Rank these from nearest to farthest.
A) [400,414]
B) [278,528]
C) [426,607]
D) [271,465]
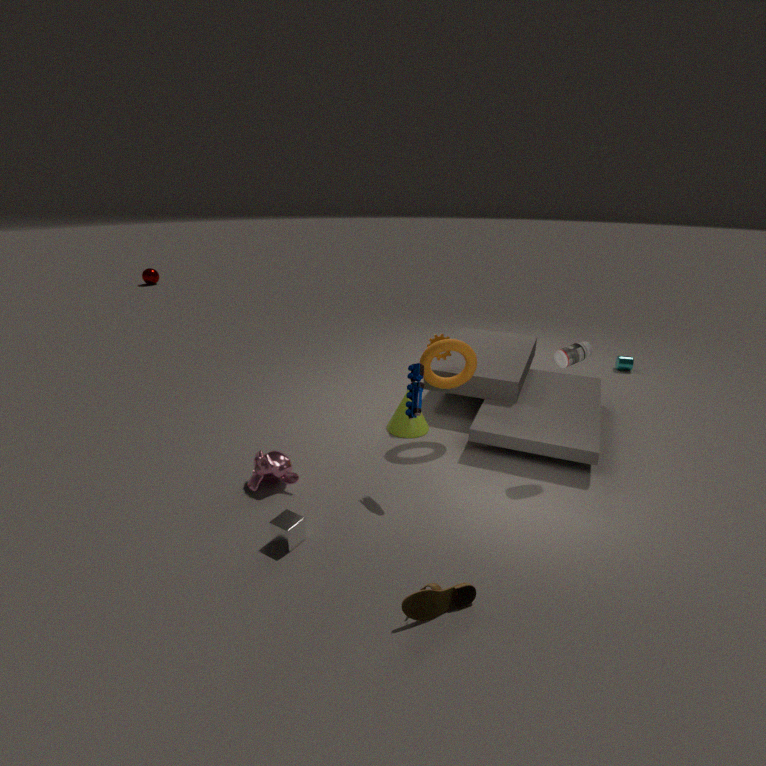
[426,607]
[278,528]
[271,465]
[400,414]
